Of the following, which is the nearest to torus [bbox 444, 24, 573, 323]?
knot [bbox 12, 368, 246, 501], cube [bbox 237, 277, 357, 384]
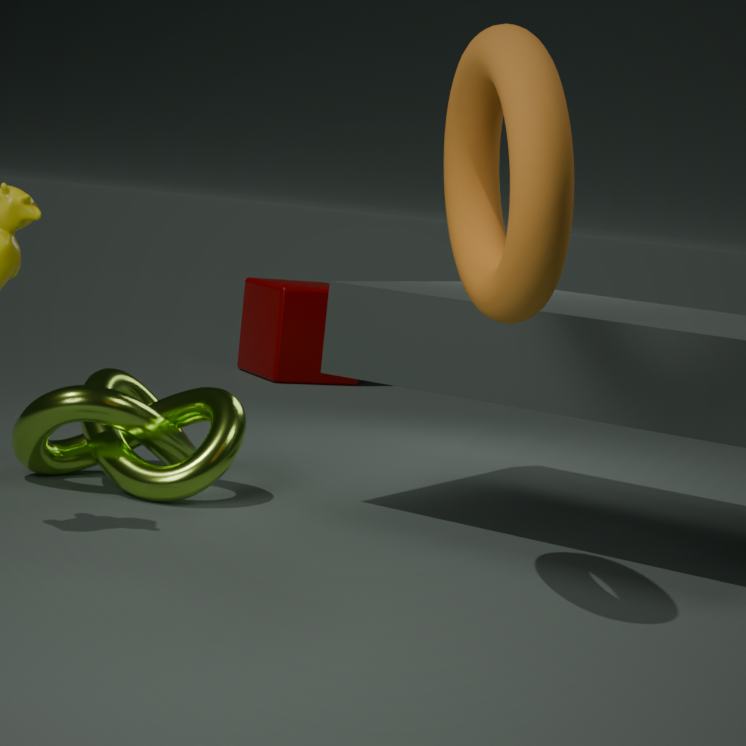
knot [bbox 12, 368, 246, 501]
